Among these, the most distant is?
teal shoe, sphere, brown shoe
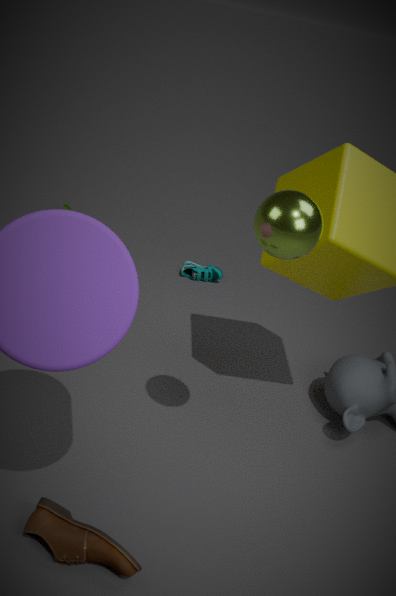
teal shoe
